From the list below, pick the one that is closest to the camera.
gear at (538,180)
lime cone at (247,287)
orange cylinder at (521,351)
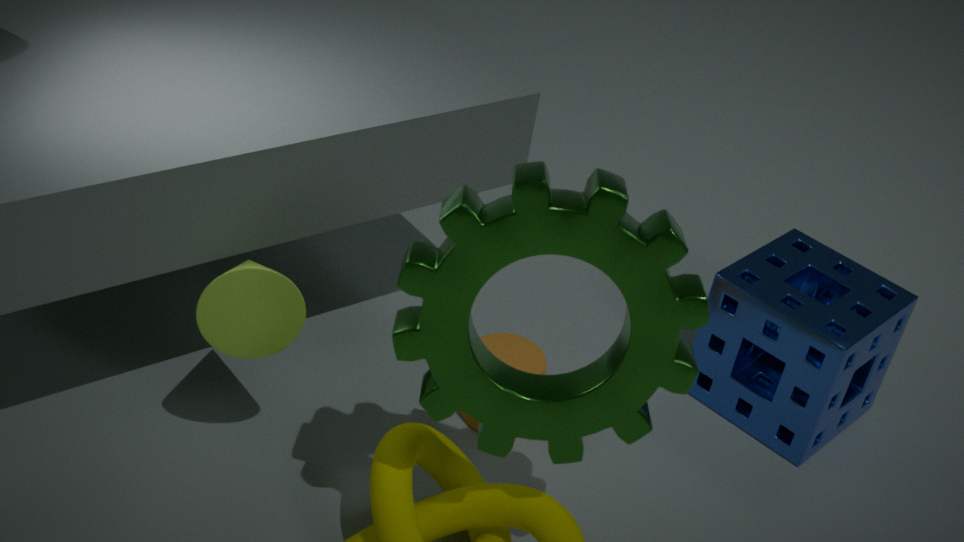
gear at (538,180)
